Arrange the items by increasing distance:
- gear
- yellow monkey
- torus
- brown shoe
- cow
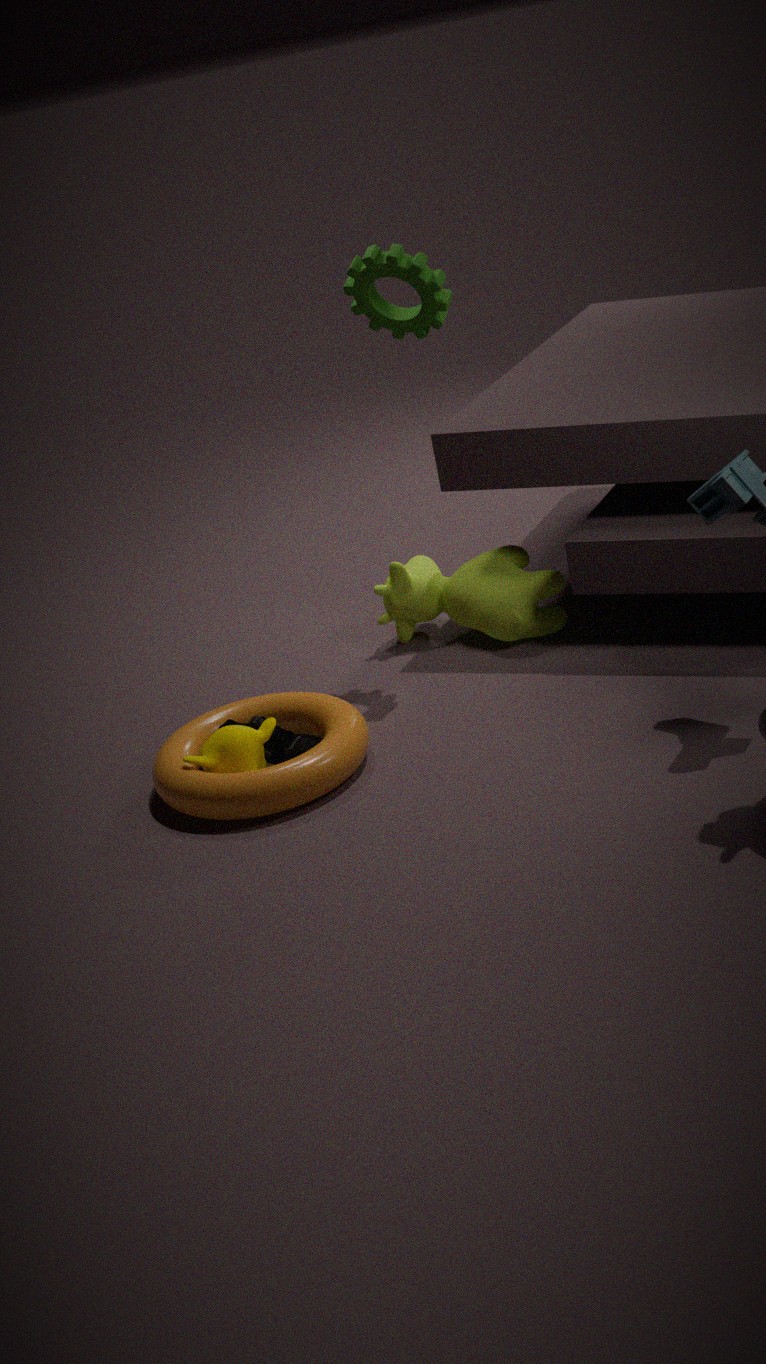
torus
yellow monkey
brown shoe
gear
cow
